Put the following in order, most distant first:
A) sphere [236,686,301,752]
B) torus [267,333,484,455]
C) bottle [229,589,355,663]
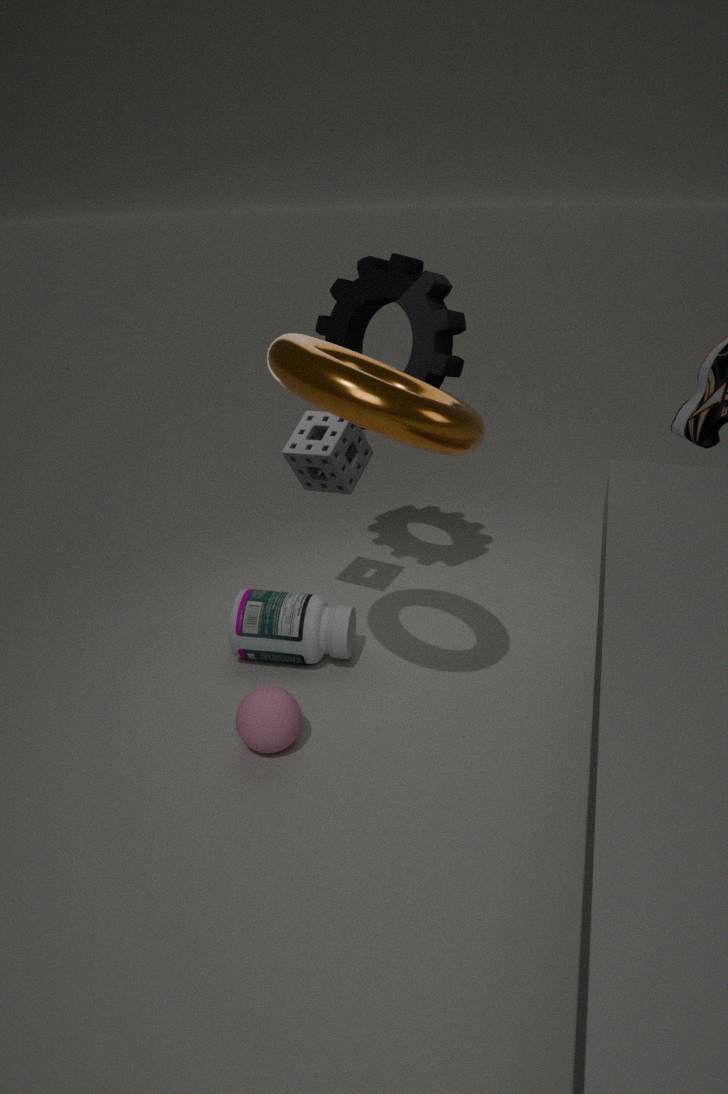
bottle [229,589,355,663] < sphere [236,686,301,752] < torus [267,333,484,455]
